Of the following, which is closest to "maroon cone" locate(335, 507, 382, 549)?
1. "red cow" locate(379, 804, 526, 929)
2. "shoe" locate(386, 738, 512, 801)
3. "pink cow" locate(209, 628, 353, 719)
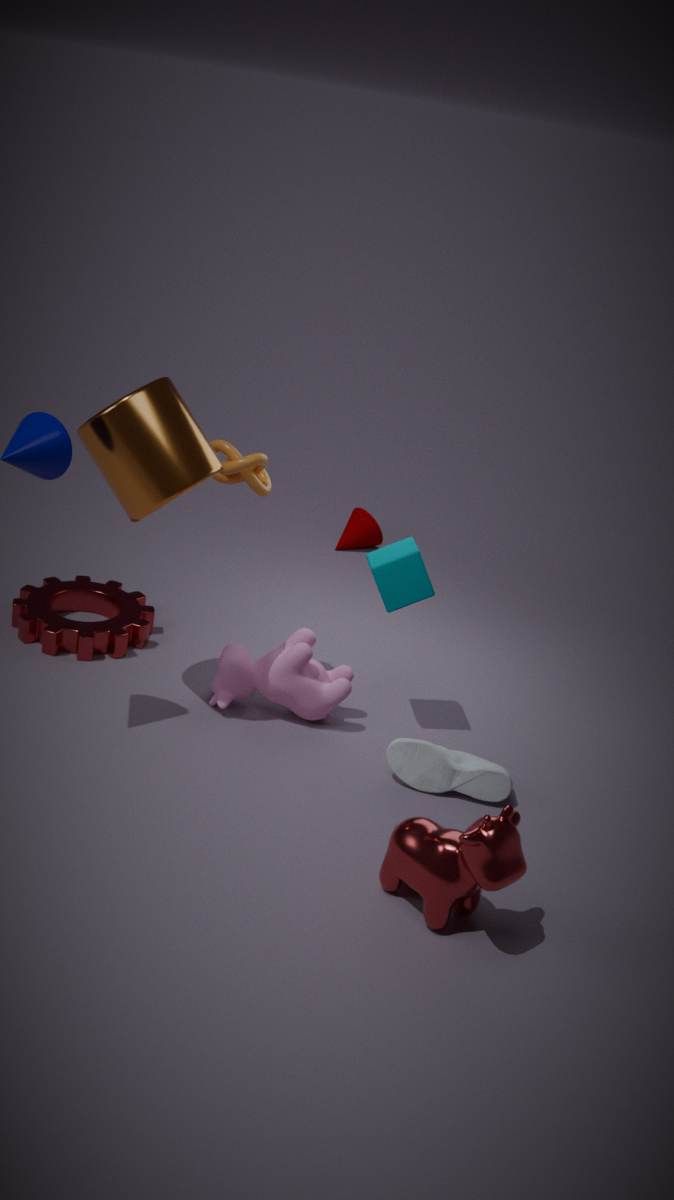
"pink cow" locate(209, 628, 353, 719)
